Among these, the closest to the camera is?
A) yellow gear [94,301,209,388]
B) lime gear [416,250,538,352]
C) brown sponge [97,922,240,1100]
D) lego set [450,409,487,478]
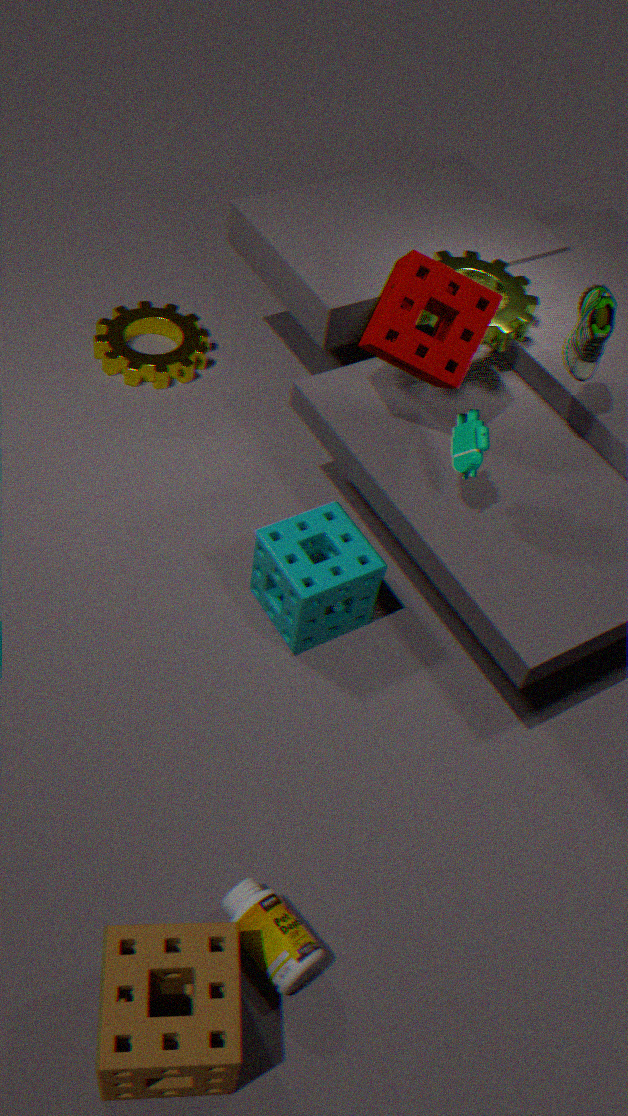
brown sponge [97,922,240,1100]
